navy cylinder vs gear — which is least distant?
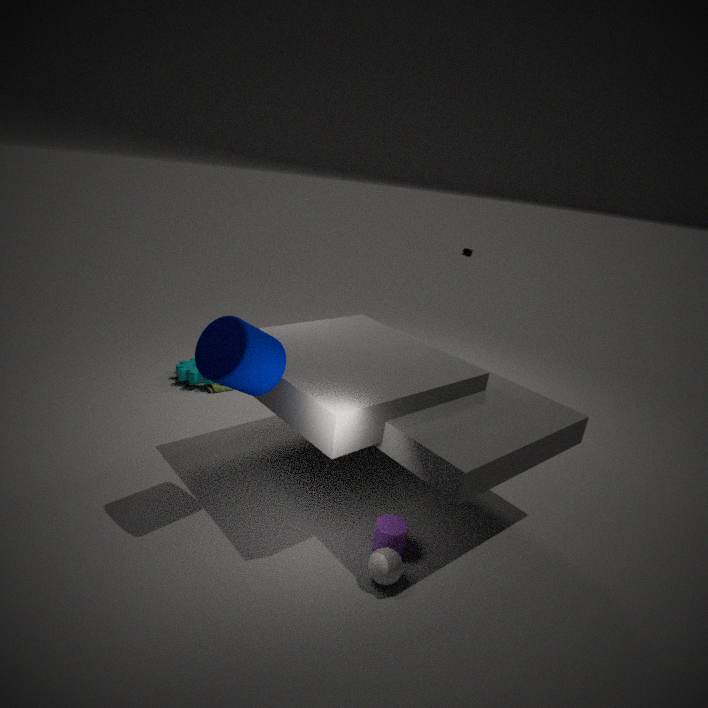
navy cylinder
